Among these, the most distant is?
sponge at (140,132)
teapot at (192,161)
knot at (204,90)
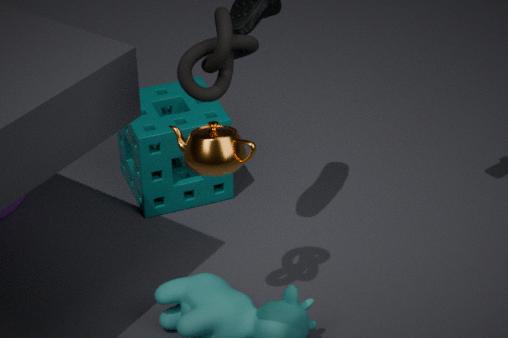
sponge at (140,132)
